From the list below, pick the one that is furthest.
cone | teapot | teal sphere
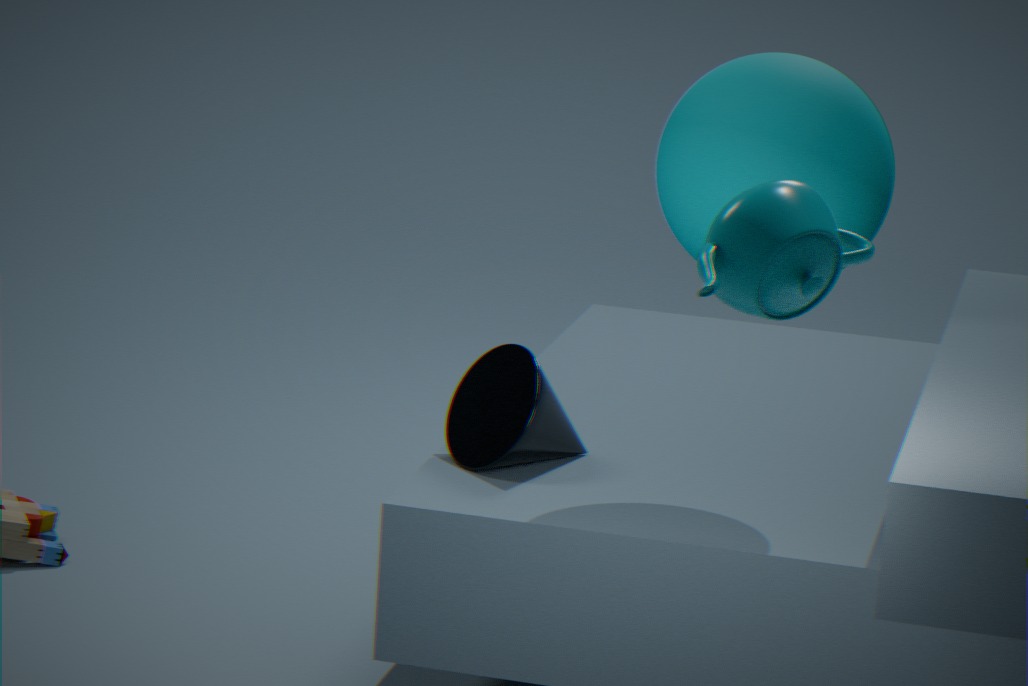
cone
